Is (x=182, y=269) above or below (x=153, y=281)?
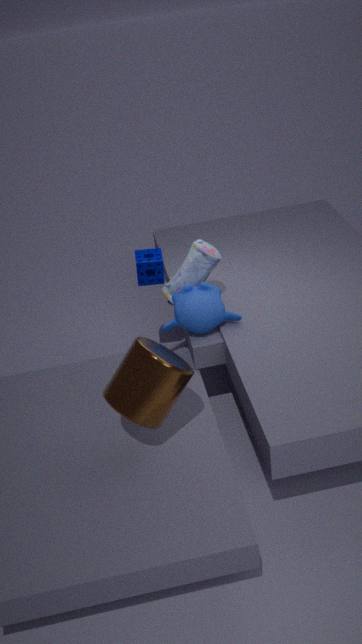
below
